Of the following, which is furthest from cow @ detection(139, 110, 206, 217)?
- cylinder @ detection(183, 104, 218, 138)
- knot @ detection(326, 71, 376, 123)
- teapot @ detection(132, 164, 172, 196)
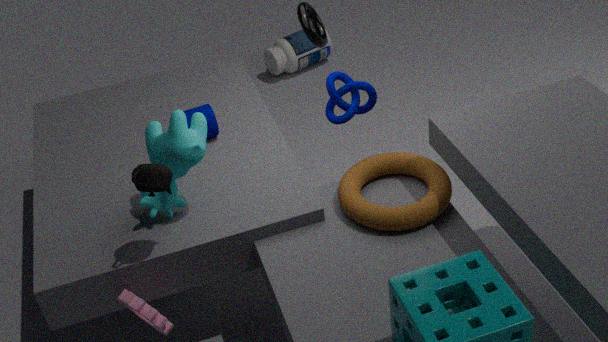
knot @ detection(326, 71, 376, 123)
